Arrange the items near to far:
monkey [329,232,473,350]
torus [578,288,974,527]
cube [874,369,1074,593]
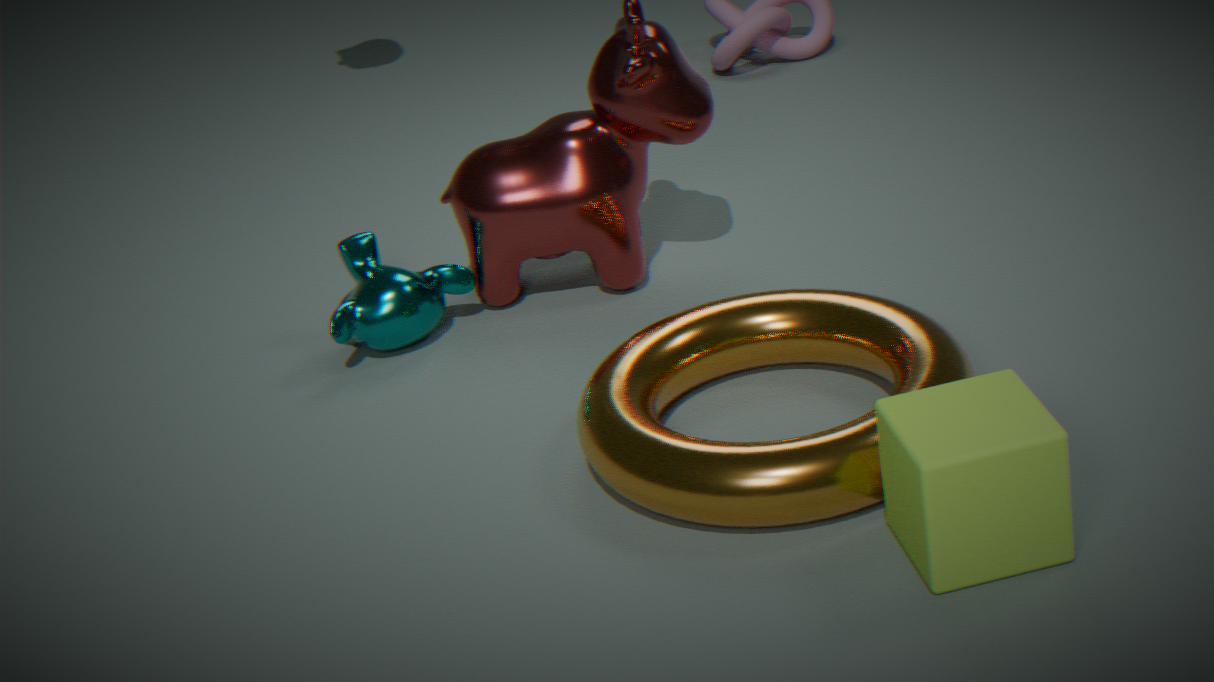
cube [874,369,1074,593] → torus [578,288,974,527] → monkey [329,232,473,350]
